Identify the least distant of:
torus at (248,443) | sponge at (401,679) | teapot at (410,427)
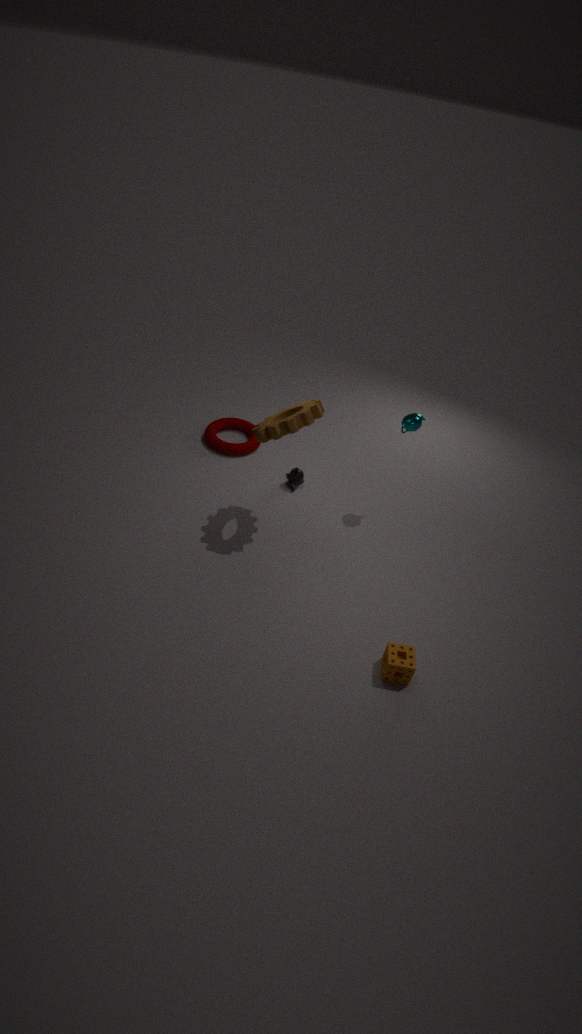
sponge at (401,679)
